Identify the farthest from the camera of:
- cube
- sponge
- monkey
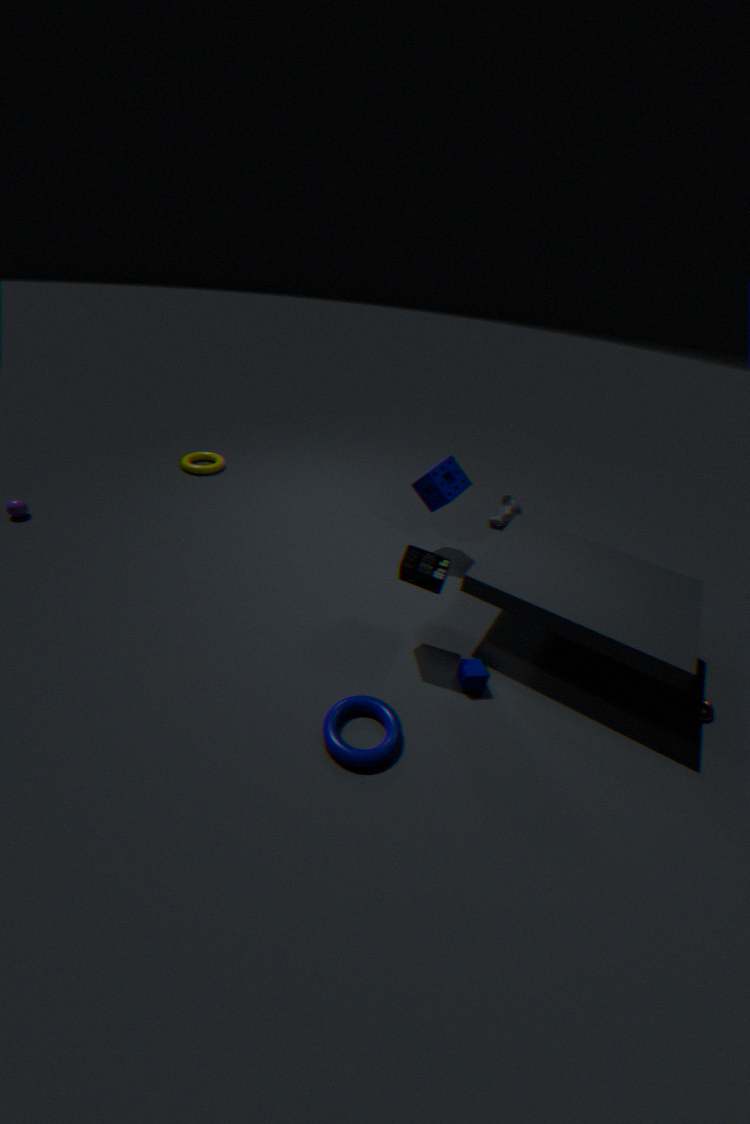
monkey
